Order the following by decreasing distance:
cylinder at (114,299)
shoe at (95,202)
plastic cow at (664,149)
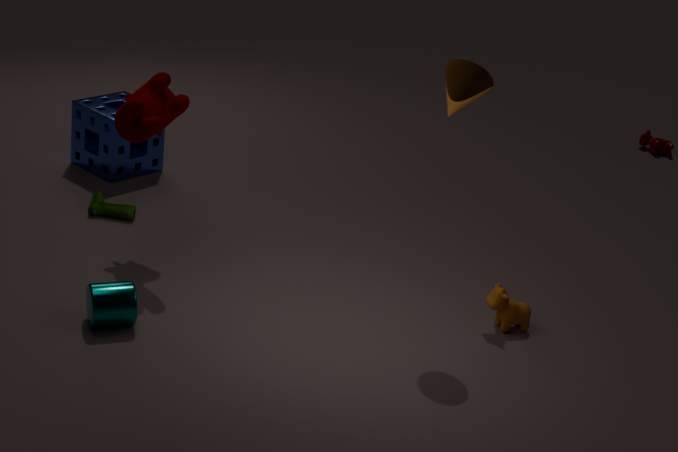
plastic cow at (664,149) < shoe at (95,202) < cylinder at (114,299)
